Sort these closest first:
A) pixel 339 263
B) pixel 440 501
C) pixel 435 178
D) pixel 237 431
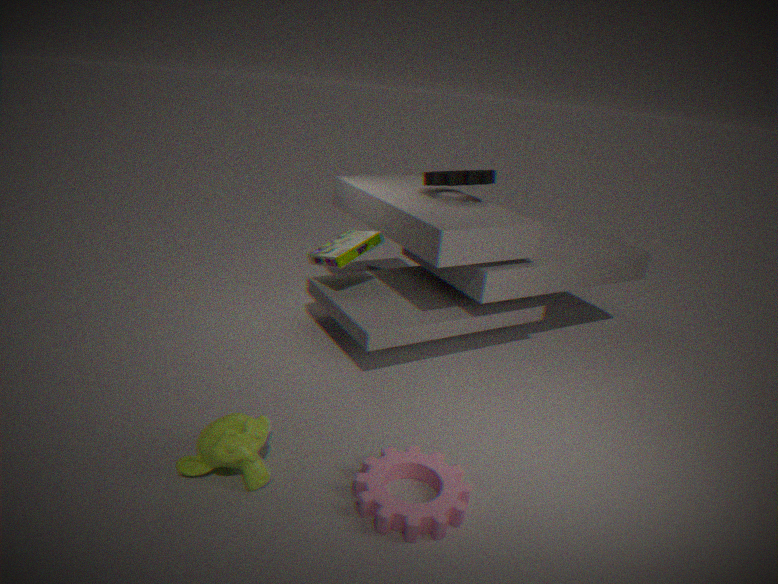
pixel 440 501, pixel 237 431, pixel 339 263, pixel 435 178
